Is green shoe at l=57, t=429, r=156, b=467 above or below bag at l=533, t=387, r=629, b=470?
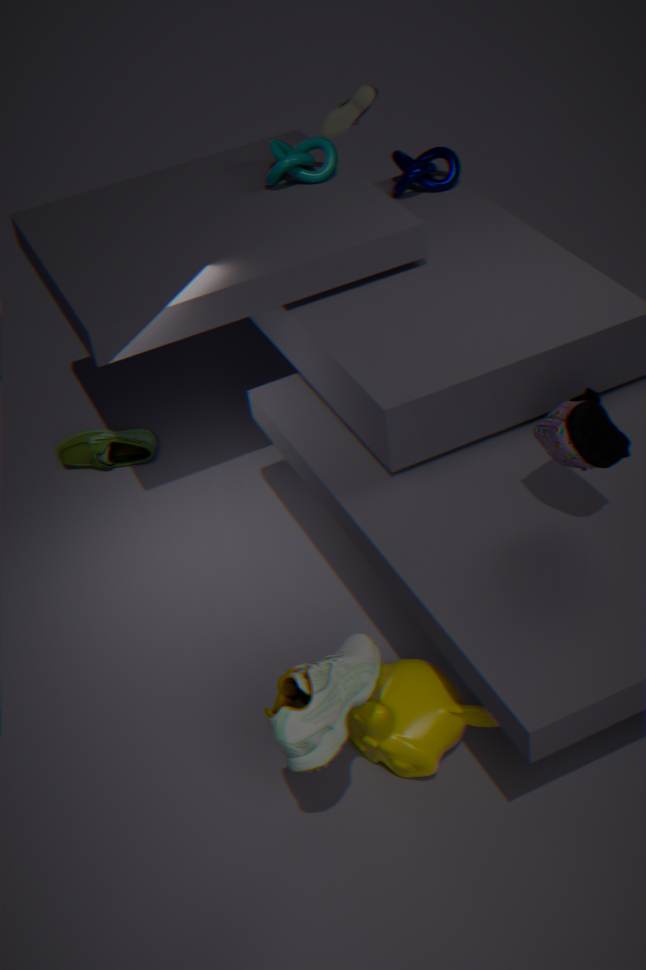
below
